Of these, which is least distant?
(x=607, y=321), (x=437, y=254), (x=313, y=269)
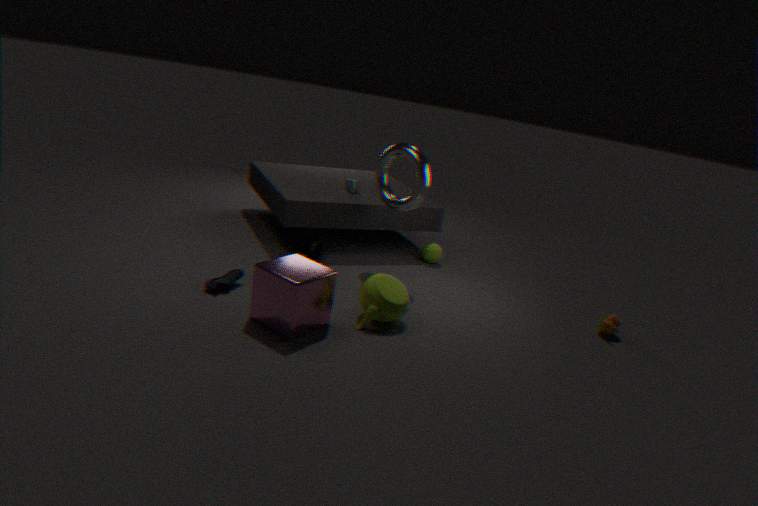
(x=313, y=269)
